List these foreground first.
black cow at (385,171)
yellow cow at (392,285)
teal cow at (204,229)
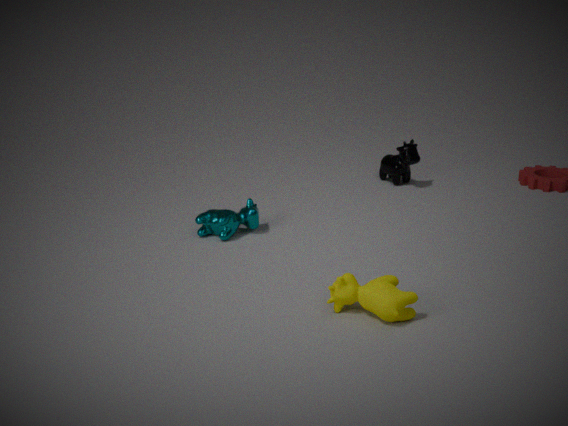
yellow cow at (392,285) < teal cow at (204,229) < black cow at (385,171)
